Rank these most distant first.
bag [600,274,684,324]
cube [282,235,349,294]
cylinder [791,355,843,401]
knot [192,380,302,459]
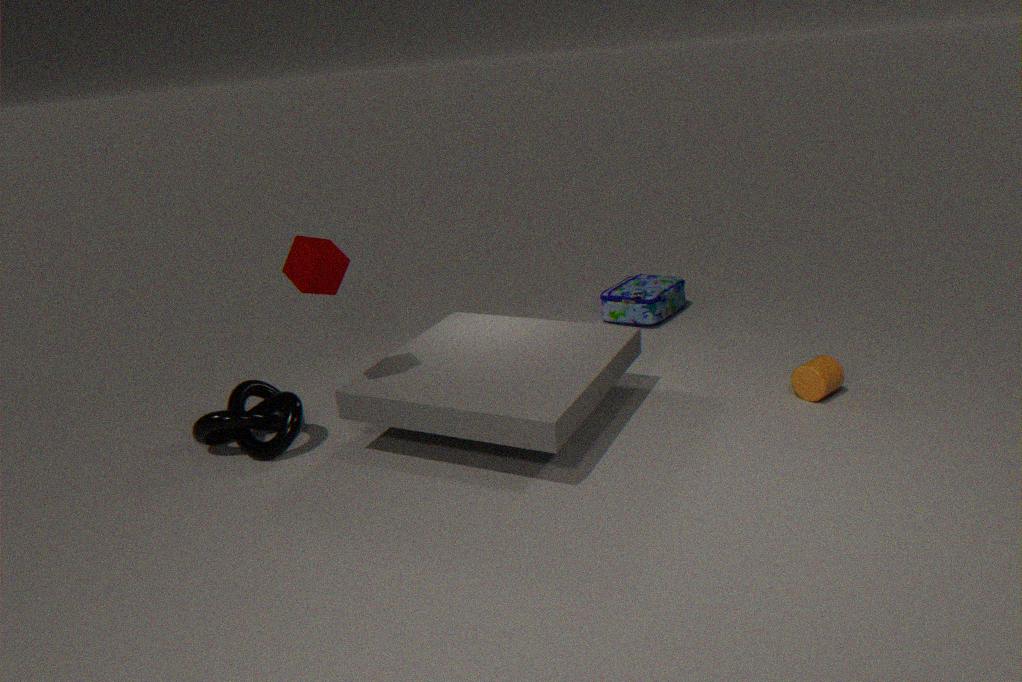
1. bag [600,274,684,324]
2. cylinder [791,355,843,401]
3. knot [192,380,302,459]
4. cube [282,235,349,294]
